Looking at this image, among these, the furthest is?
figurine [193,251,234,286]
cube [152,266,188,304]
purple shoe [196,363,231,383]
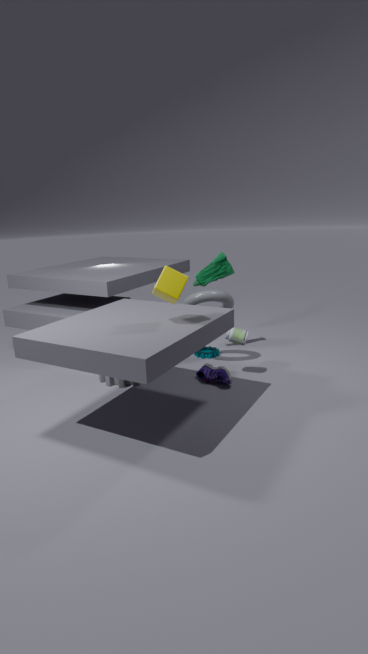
figurine [193,251,234,286]
